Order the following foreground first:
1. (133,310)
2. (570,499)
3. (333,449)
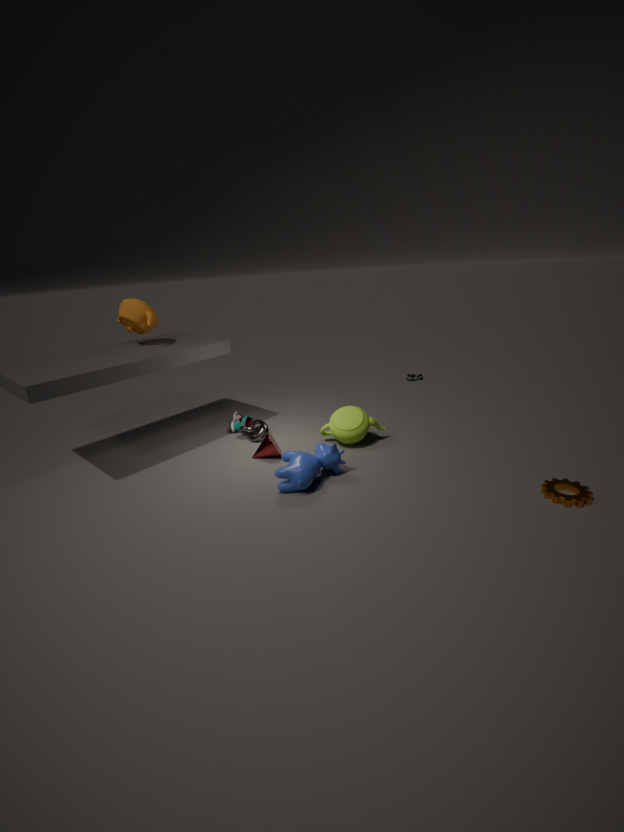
(570,499) < (333,449) < (133,310)
